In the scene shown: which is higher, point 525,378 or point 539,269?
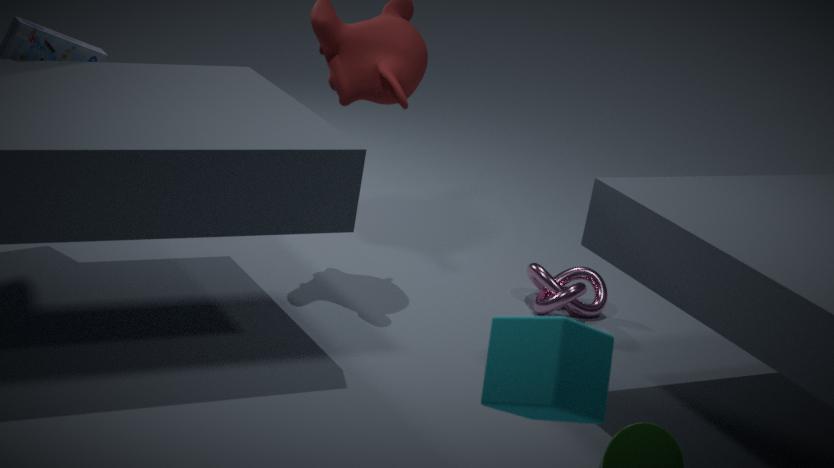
point 525,378
